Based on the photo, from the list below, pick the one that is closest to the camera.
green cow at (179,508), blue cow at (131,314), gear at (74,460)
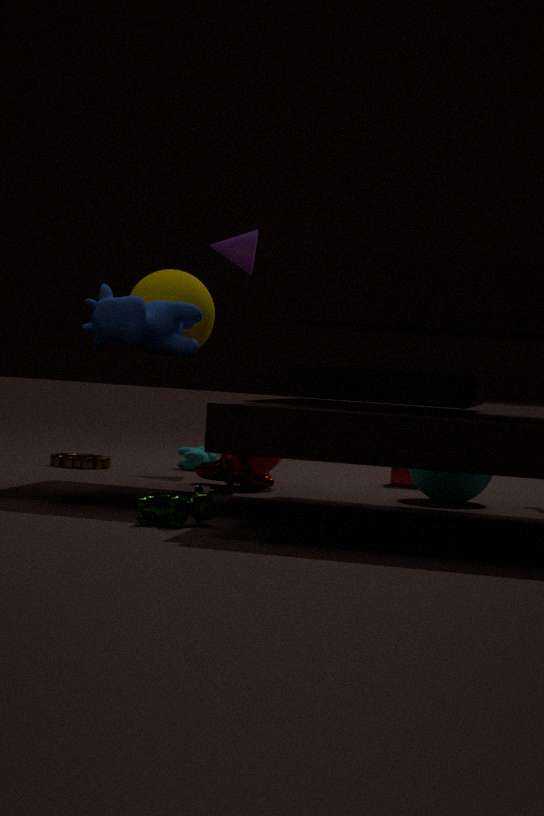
green cow at (179,508)
